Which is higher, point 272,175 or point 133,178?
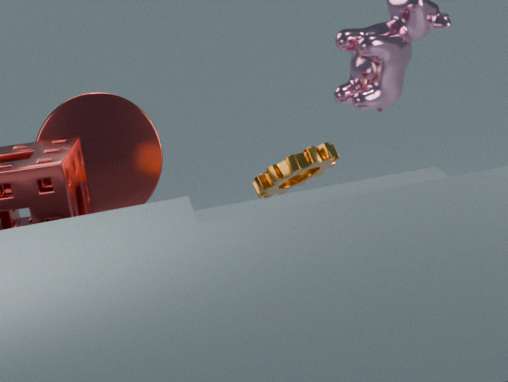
point 133,178
